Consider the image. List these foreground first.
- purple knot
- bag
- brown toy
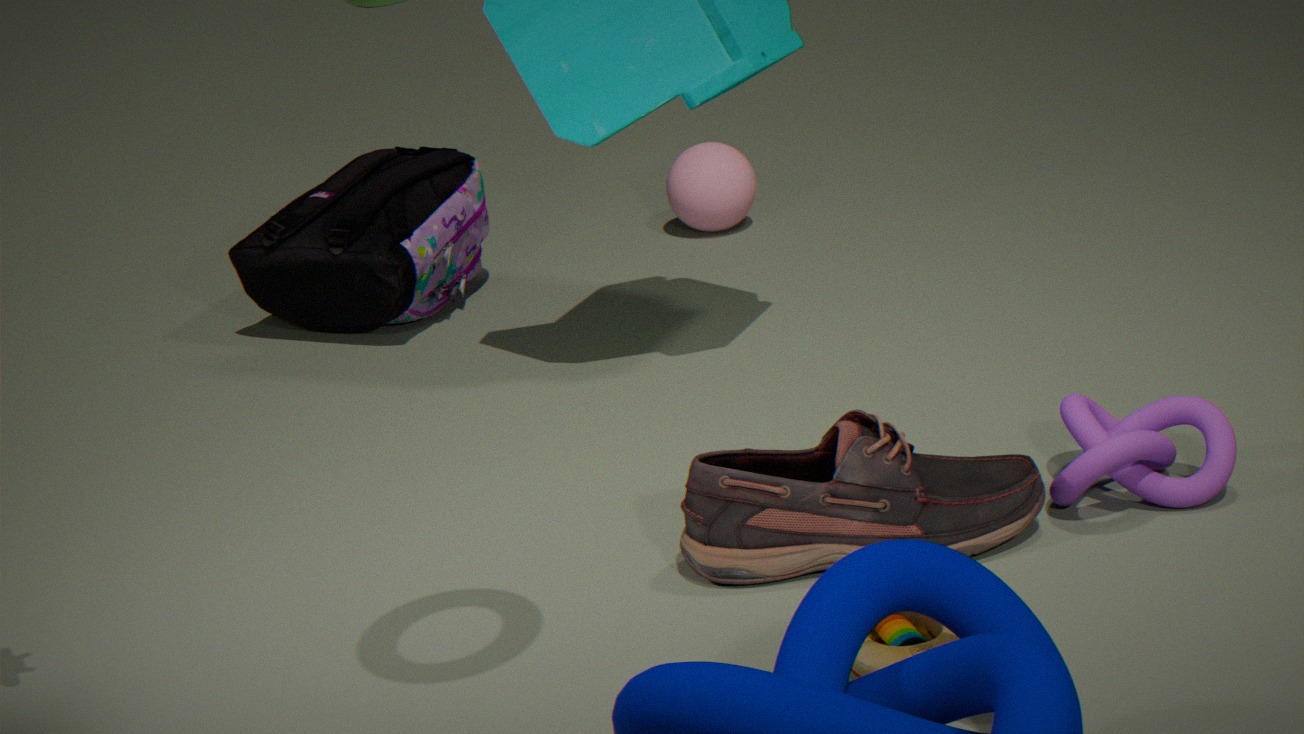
brown toy → purple knot → bag
